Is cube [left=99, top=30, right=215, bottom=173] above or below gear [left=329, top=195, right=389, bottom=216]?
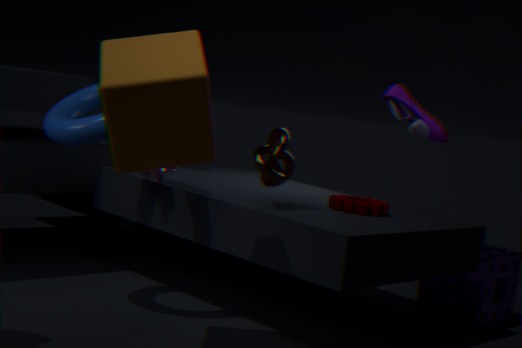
above
